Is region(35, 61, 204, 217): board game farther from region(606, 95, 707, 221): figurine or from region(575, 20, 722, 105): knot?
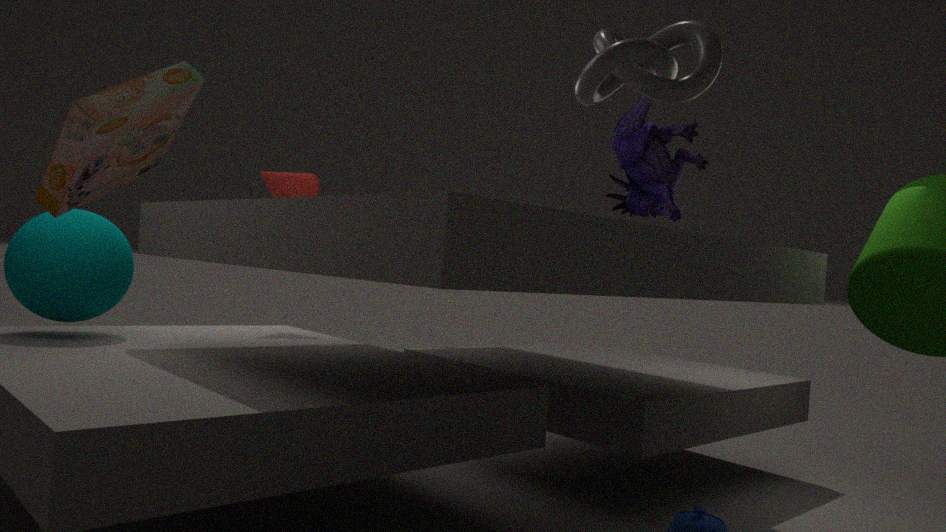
region(606, 95, 707, 221): figurine
